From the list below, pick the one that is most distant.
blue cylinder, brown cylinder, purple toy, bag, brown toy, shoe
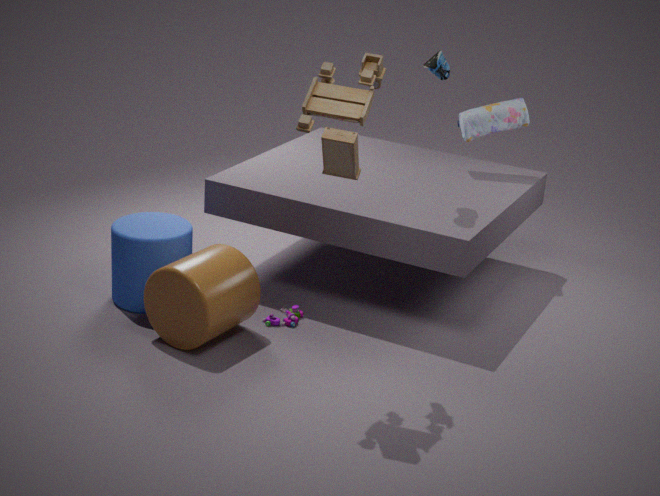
bag
